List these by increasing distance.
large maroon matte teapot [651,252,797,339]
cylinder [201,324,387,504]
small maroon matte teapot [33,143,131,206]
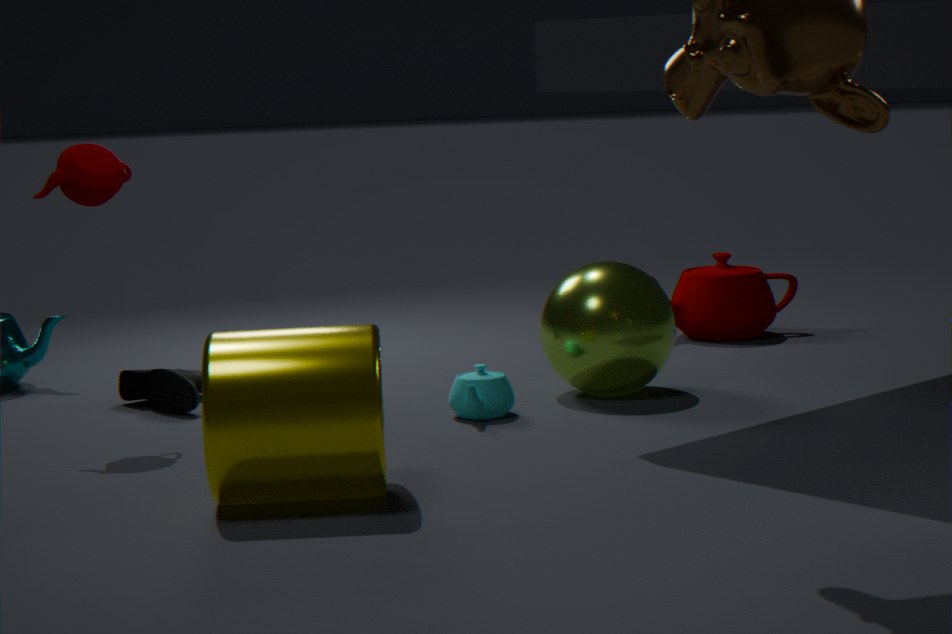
cylinder [201,324,387,504] → small maroon matte teapot [33,143,131,206] → large maroon matte teapot [651,252,797,339]
